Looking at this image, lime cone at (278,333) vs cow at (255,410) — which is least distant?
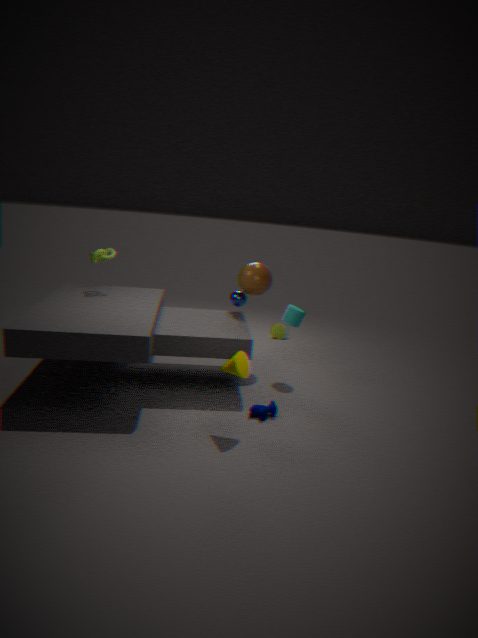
cow at (255,410)
